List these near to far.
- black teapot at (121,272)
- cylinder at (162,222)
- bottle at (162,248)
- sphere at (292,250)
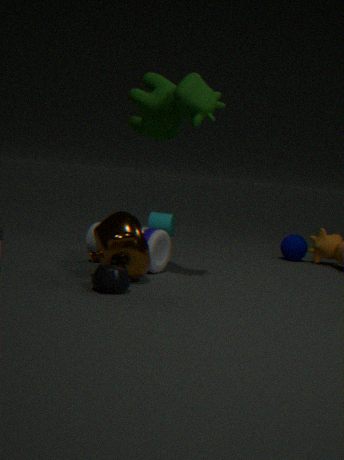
black teapot at (121,272), bottle at (162,248), sphere at (292,250), cylinder at (162,222)
